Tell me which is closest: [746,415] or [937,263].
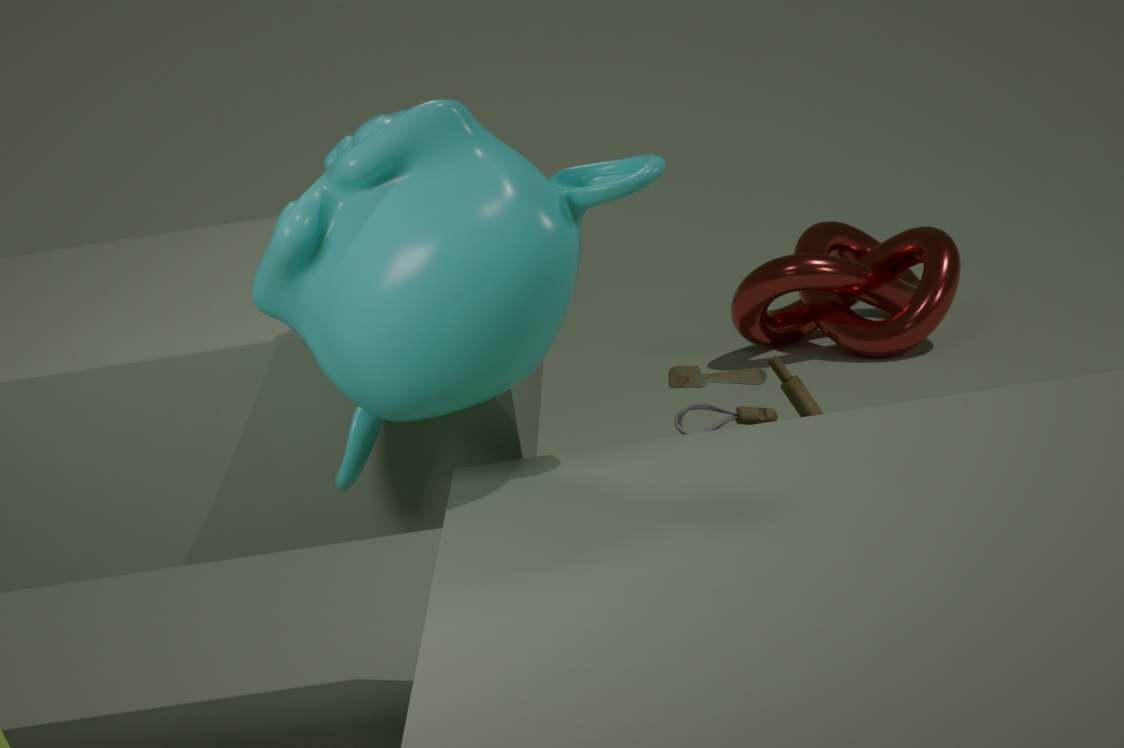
[746,415]
